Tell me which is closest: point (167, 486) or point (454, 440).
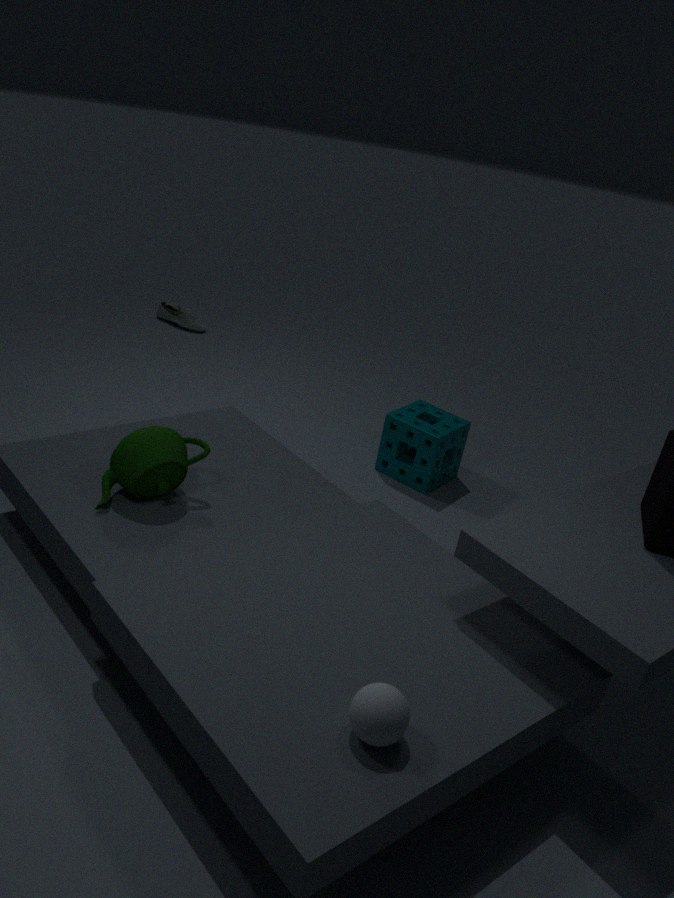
point (167, 486)
